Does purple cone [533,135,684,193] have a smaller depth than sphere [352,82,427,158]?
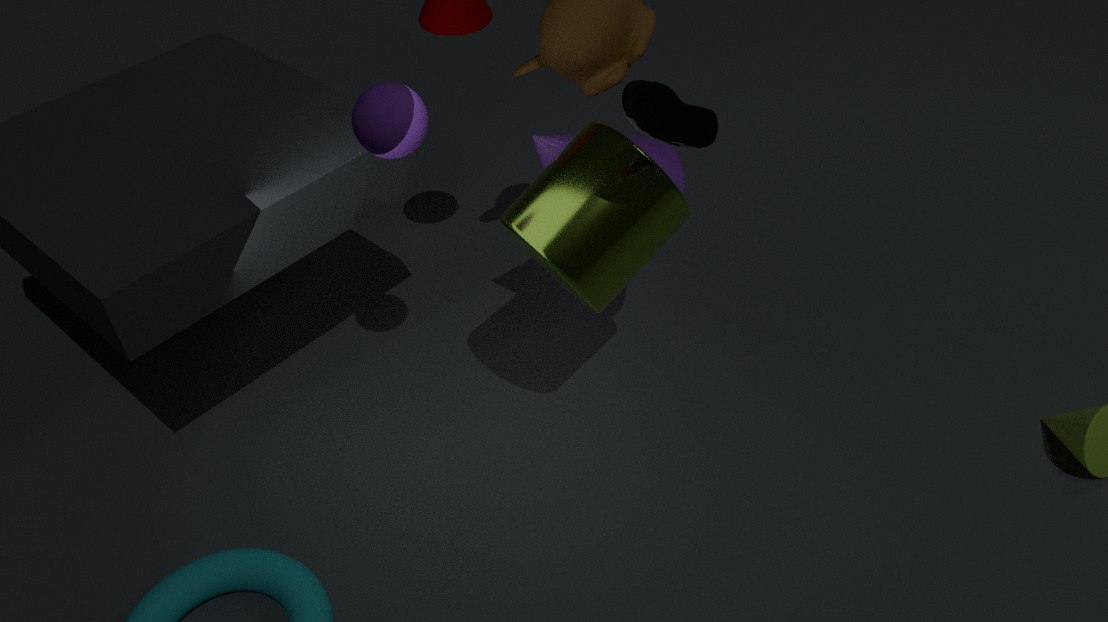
No
